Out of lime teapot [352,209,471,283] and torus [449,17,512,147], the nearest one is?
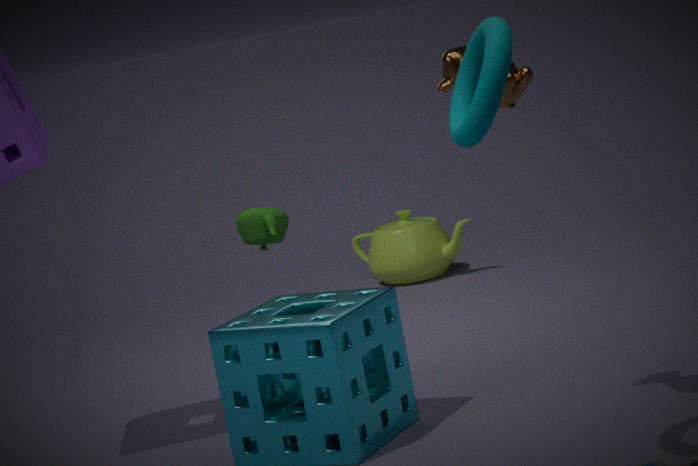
torus [449,17,512,147]
